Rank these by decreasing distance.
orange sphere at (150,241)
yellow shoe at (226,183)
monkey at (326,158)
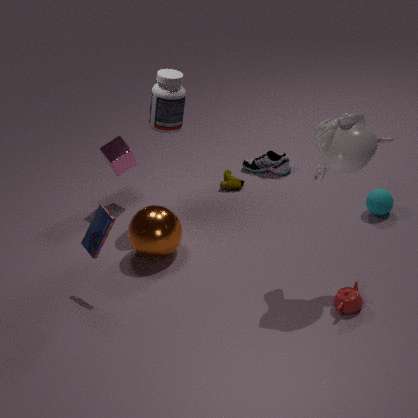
yellow shoe at (226,183) → orange sphere at (150,241) → monkey at (326,158)
